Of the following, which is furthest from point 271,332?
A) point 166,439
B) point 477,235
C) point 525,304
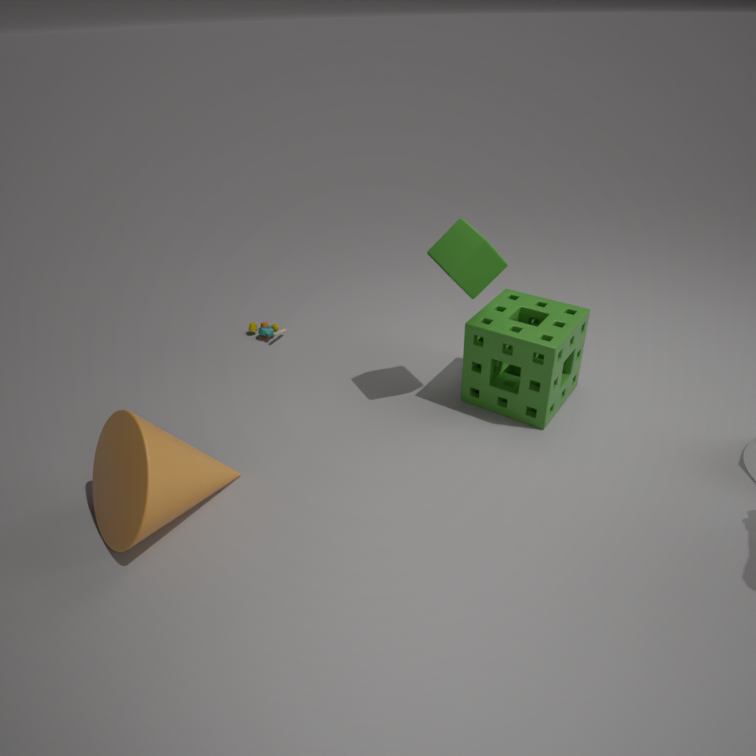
point 525,304
